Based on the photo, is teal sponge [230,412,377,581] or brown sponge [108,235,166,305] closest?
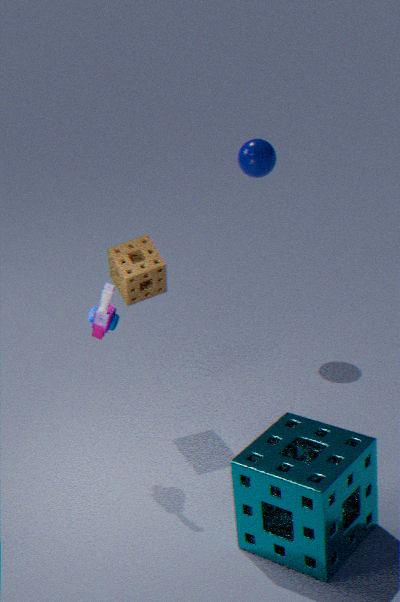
teal sponge [230,412,377,581]
